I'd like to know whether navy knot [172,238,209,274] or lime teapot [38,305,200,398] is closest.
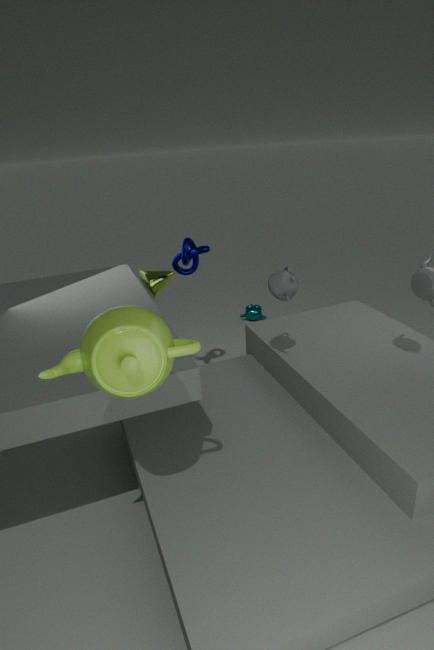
lime teapot [38,305,200,398]
